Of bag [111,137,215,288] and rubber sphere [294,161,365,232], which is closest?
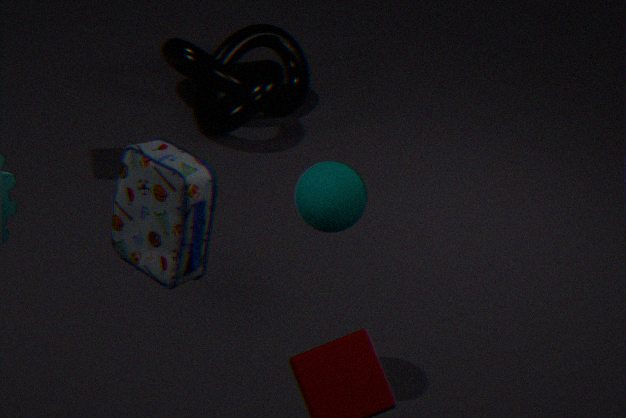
bag [111,137,215,288]
